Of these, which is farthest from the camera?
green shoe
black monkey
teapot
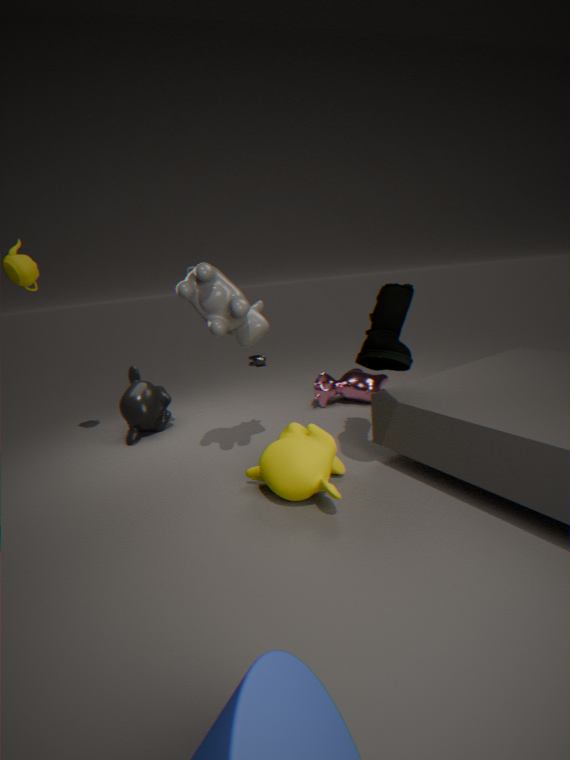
black monkey
